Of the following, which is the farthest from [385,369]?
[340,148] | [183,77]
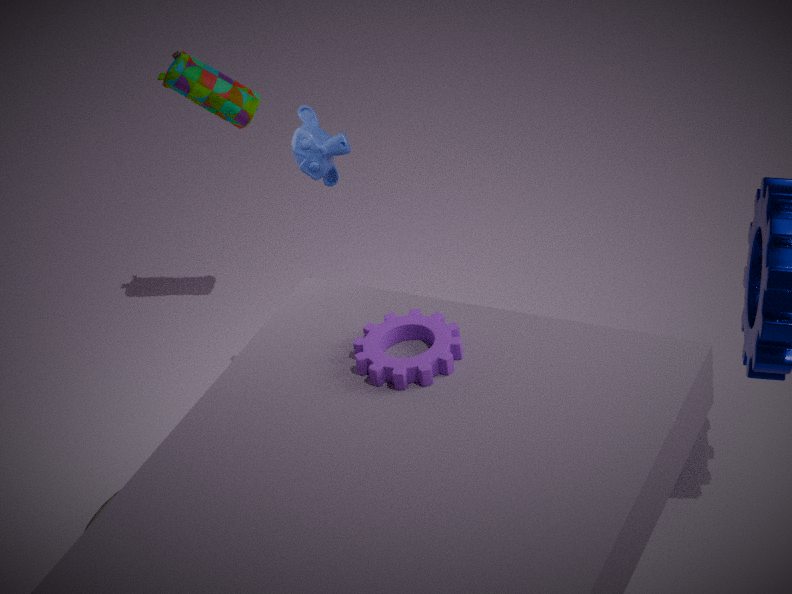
[183,77]
